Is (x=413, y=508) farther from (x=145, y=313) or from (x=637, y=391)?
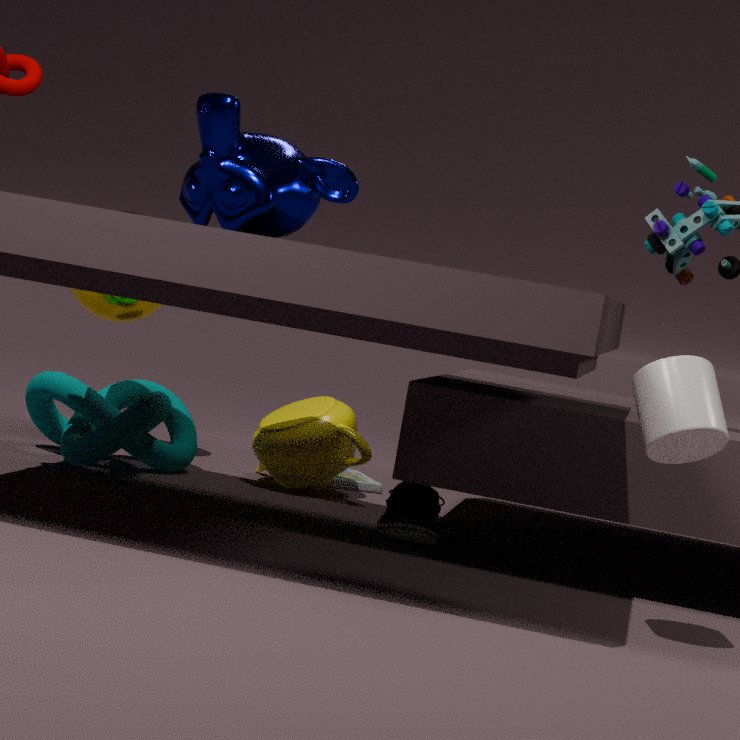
(x=145, y=313)
